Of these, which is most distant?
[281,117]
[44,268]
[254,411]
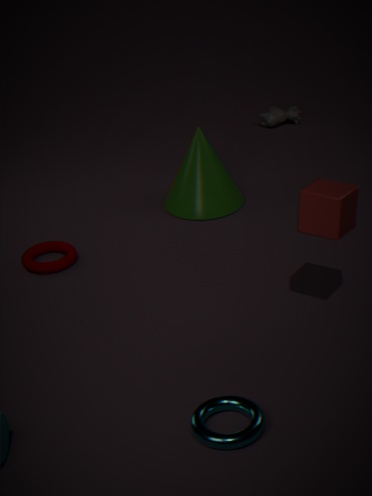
[281,117]
